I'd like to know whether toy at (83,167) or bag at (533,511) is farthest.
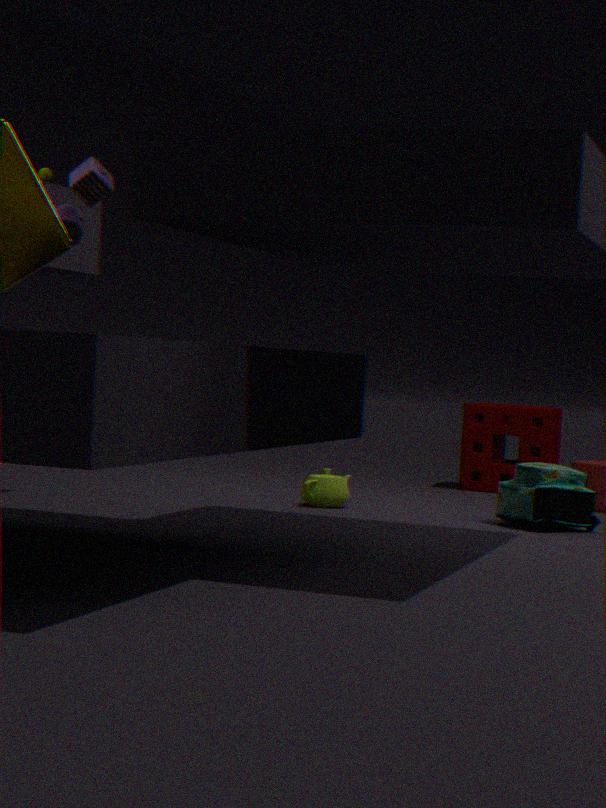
bag at (533,511)
